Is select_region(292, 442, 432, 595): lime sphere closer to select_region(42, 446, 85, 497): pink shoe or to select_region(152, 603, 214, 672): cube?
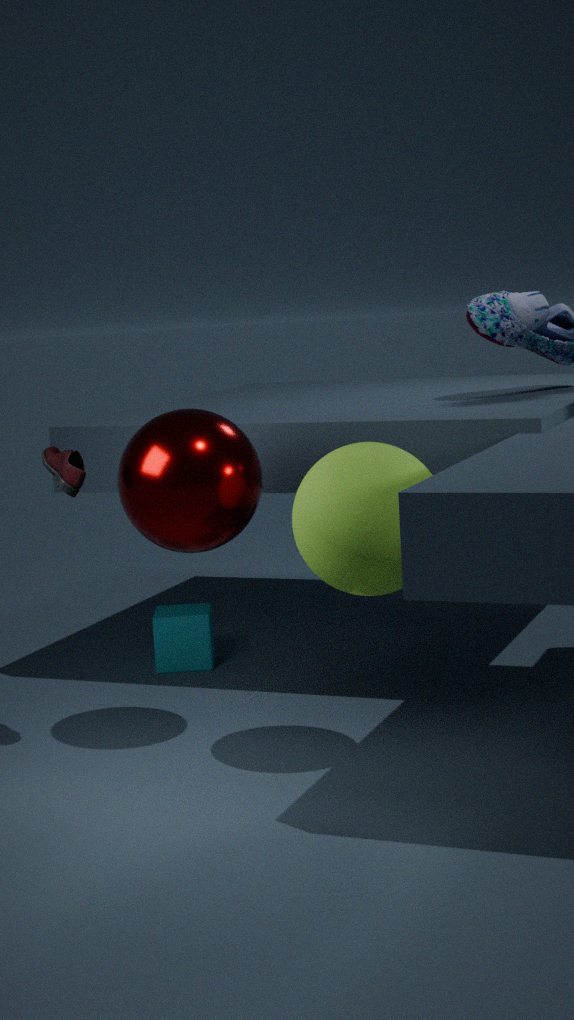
select_region(42, 446, 85, 497): pink shoe
